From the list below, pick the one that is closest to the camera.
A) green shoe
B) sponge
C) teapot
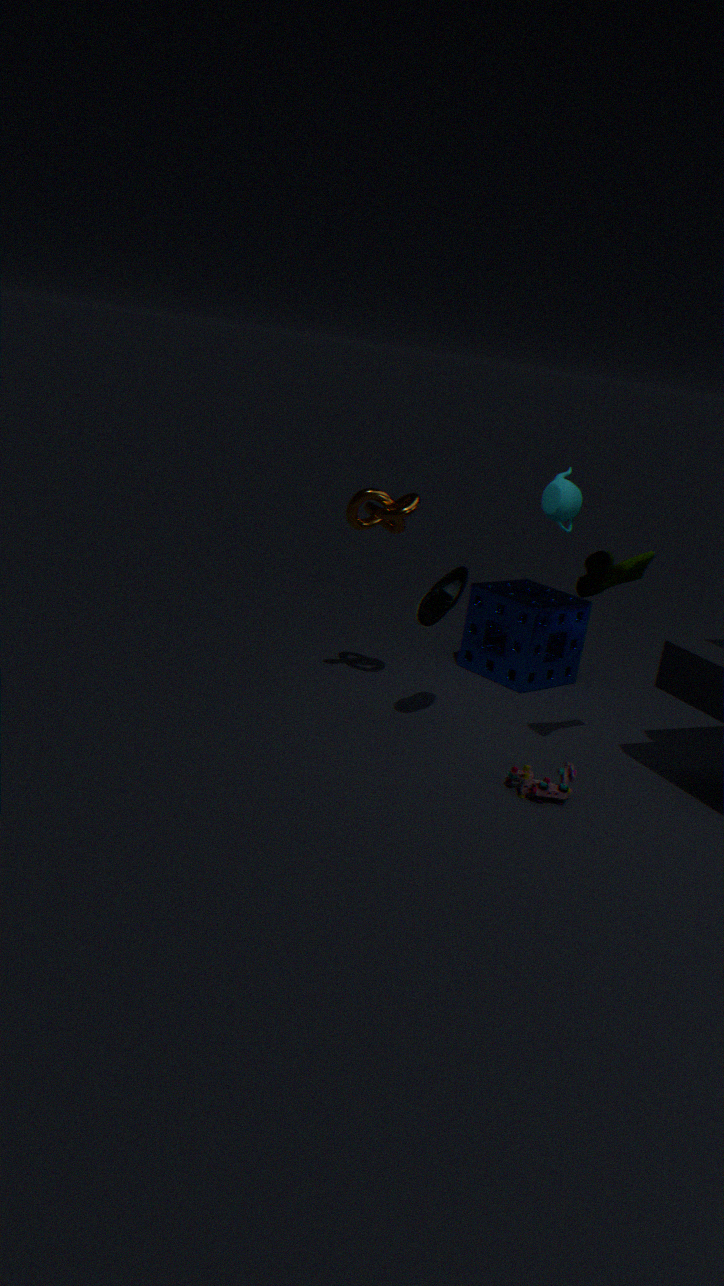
green shoe
